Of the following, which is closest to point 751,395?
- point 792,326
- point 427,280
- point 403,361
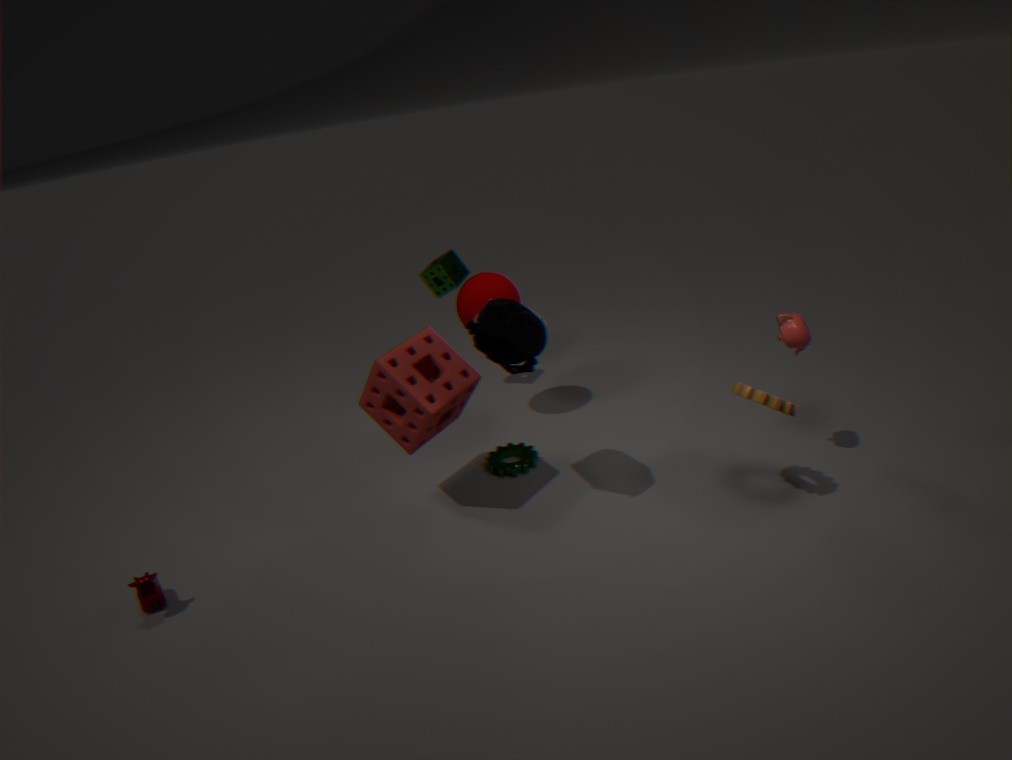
point 792,326
